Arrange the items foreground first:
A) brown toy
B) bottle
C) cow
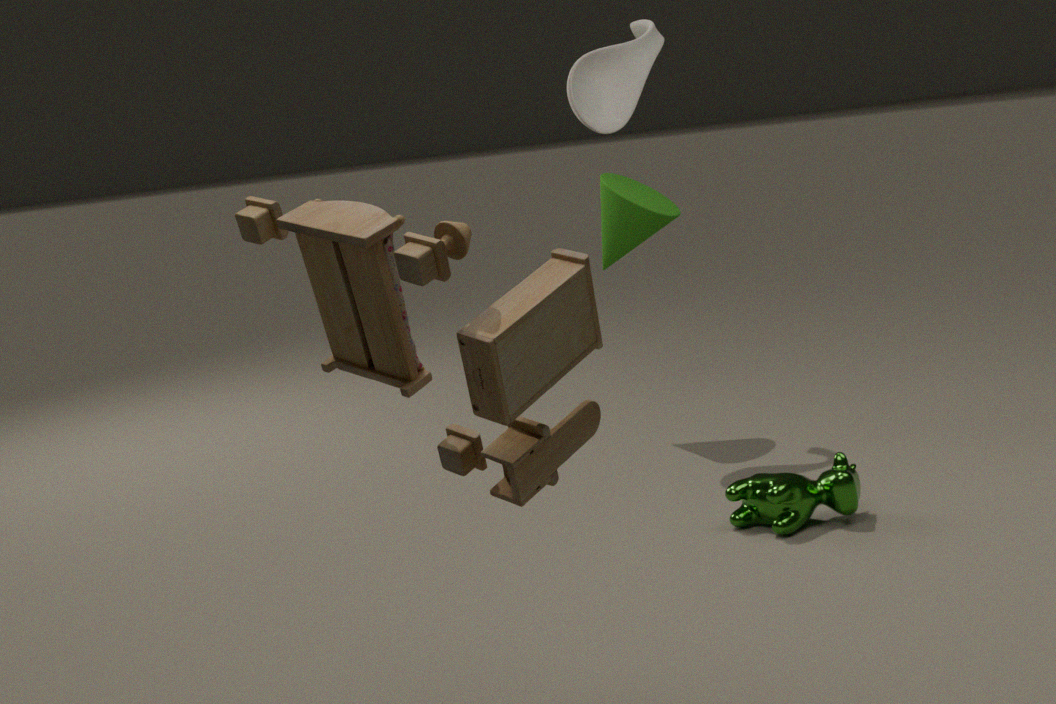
A. brown toy, C. cow, B. bottle
